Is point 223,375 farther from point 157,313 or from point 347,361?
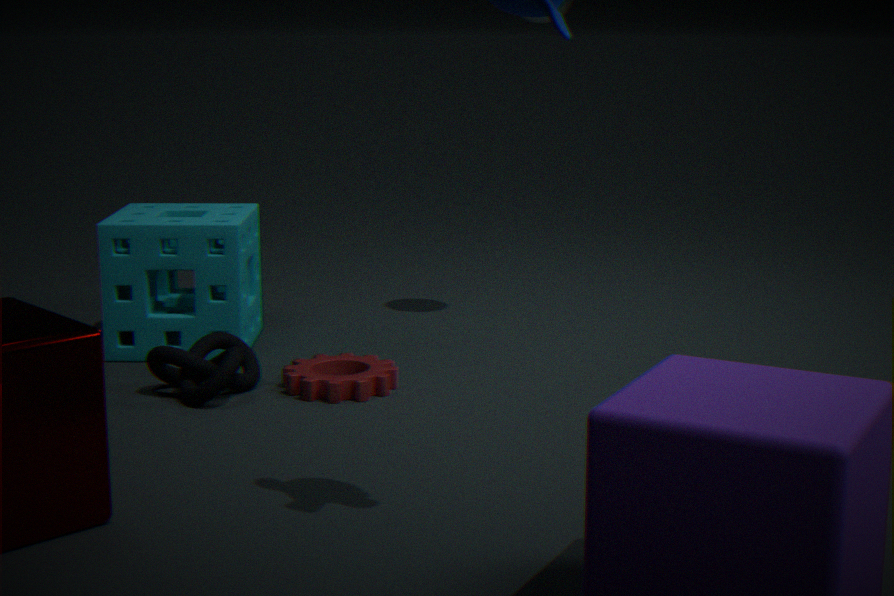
point 157,313
